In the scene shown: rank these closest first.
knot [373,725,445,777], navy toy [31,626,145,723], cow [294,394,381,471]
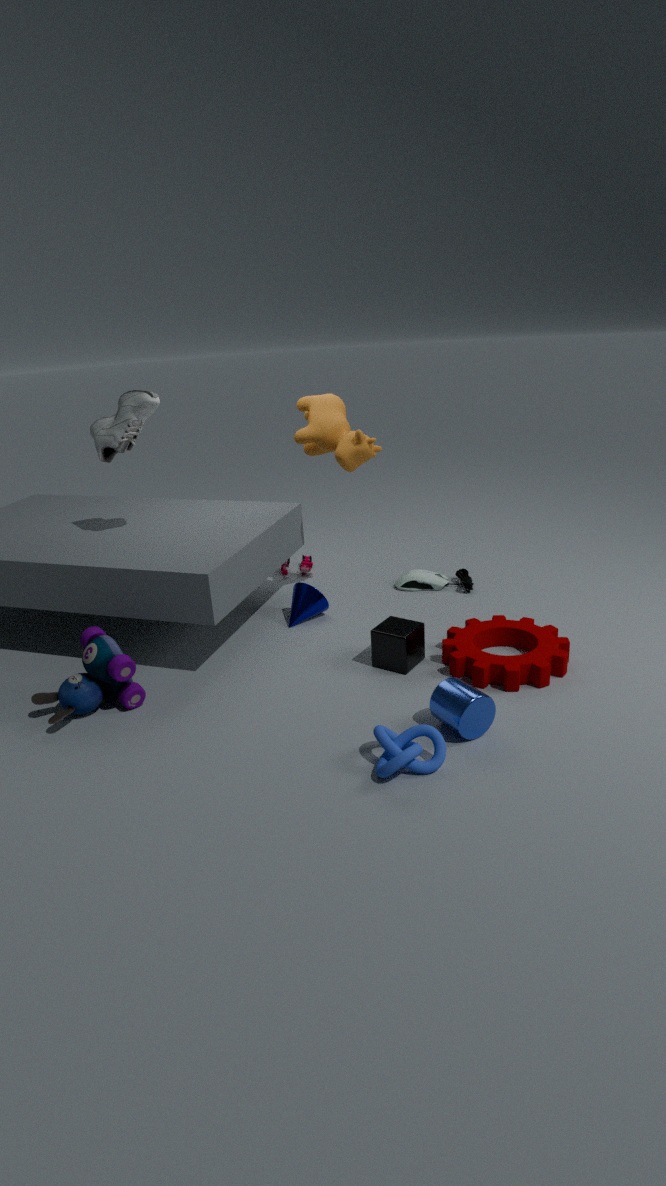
knot [373,725,445,777] < navy toy [31,626,145,723] < cow [294,394,381,471]
